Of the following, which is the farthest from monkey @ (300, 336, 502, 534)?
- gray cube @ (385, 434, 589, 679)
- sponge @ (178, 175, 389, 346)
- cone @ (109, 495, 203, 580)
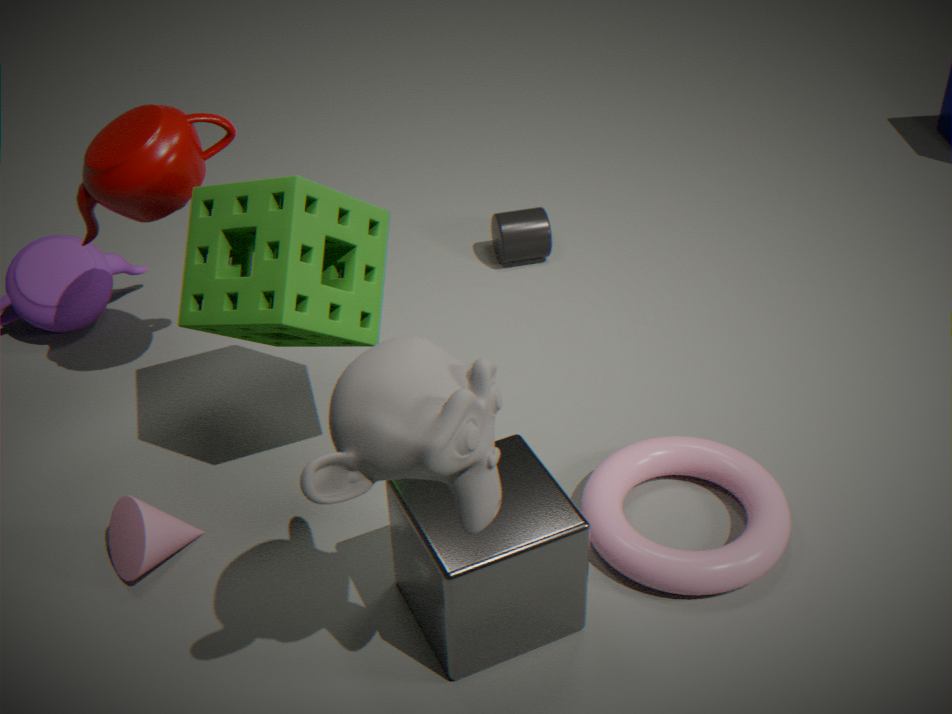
cone @ (109, 495, 203, 580)
